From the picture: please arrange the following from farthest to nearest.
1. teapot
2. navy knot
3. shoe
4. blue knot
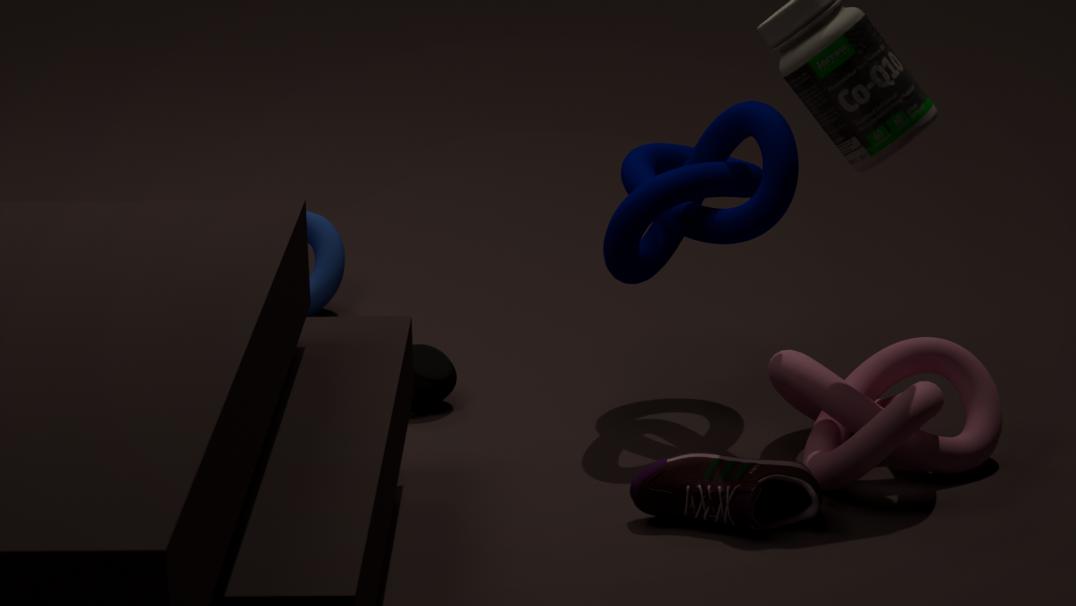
blue knot → teapot → navy knot → shoe
